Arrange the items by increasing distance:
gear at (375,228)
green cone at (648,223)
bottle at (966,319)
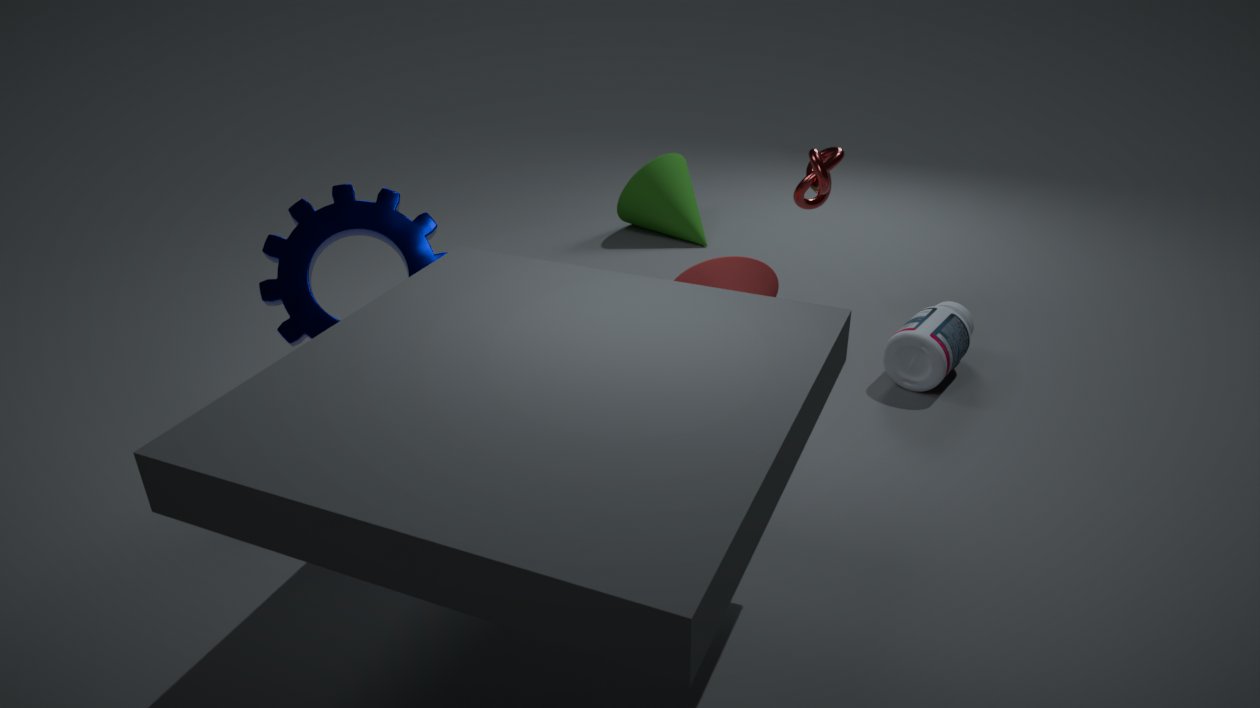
1. gear at (375,228)
2. bottle at (966,319)
3. green cone at (648,223)
